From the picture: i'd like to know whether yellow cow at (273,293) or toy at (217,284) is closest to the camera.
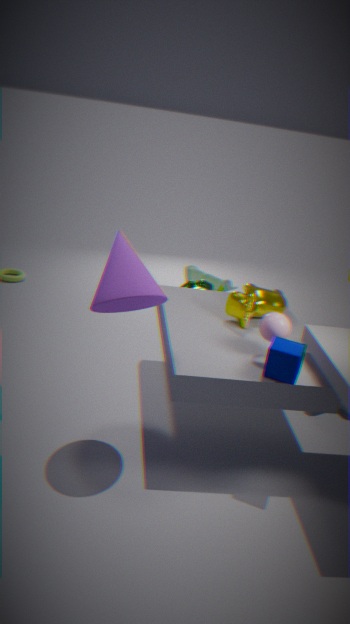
yellow cow at (273,293)
